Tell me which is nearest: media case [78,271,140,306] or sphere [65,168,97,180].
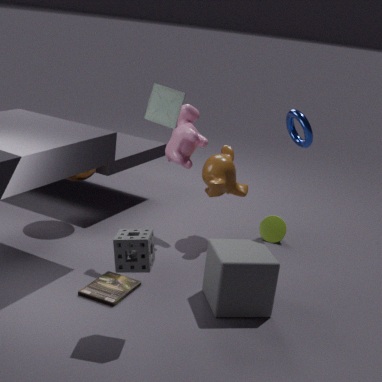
media case [78,271,140,306]
